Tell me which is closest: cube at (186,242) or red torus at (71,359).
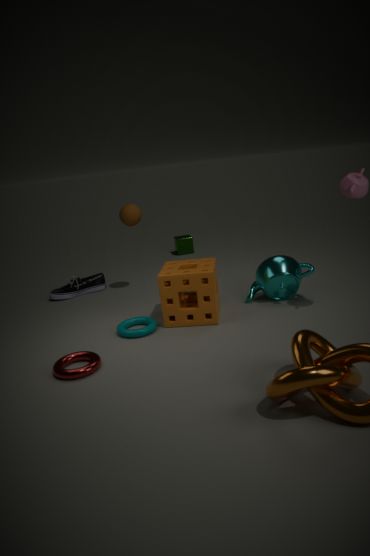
red torus at (71,359)
